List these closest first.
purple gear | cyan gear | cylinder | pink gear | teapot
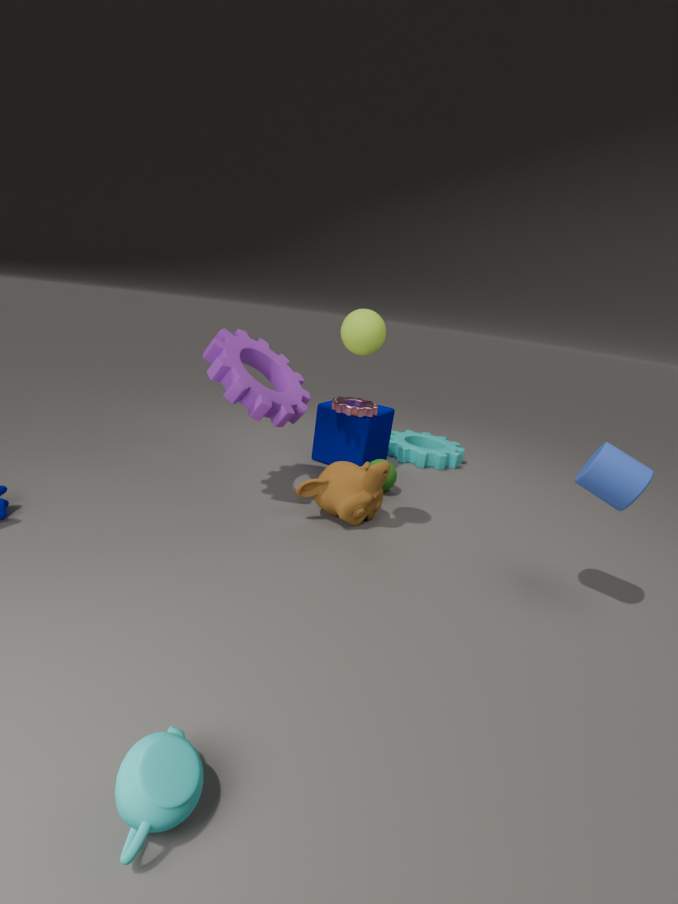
teapot < cylinder < purple gear < pink gear < cyan gear
